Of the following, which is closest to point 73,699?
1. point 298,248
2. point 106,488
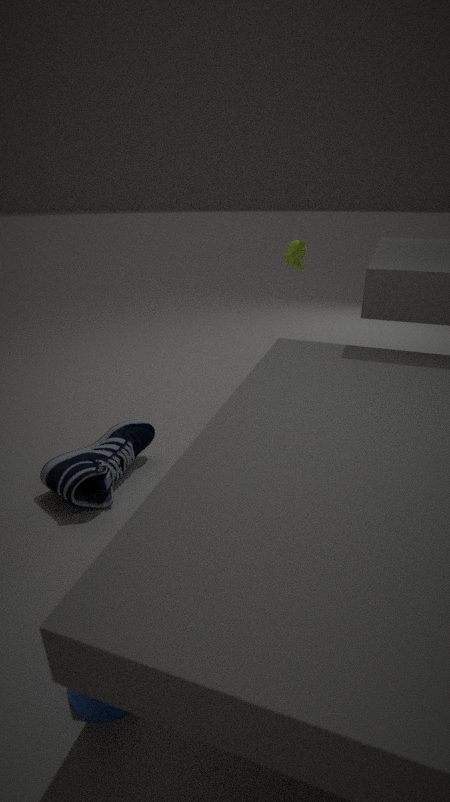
point 106,488
